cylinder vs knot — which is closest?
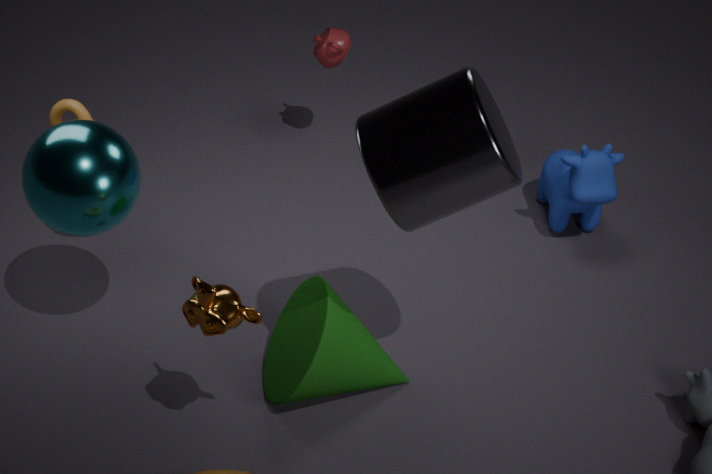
cylinder
